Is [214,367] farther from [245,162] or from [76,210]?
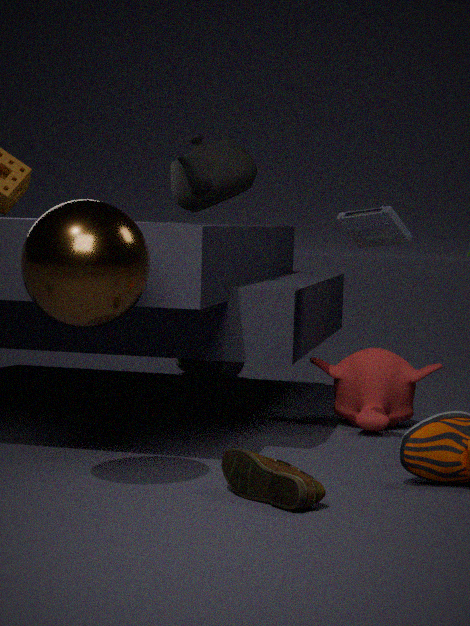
[76,210]
